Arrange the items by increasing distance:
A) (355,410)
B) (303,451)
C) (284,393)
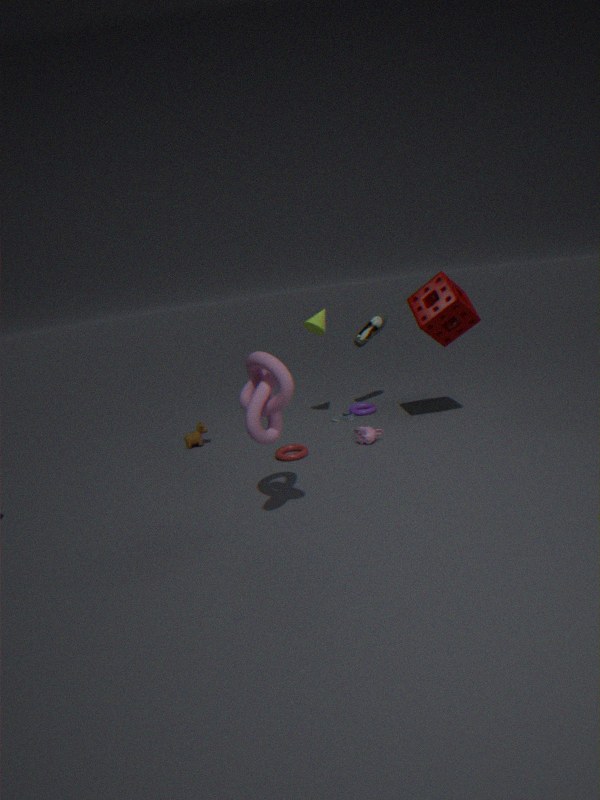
(284,393)
(303,451)
(355,410)
